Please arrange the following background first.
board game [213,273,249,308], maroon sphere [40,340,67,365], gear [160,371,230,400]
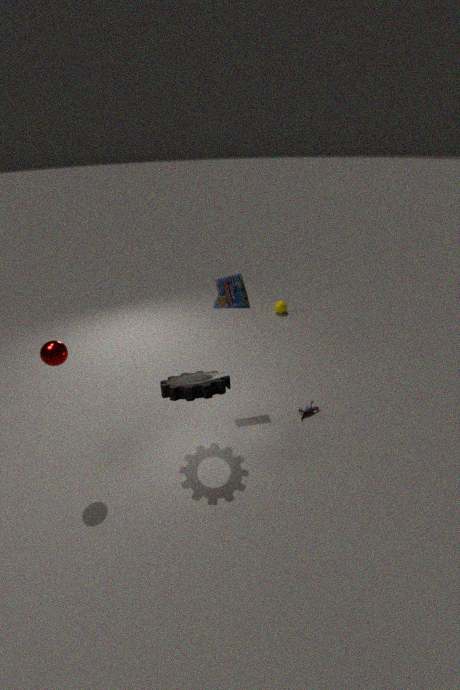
board game [213,273,249,308] < gear [160,371,230,400] < maroon sphere [40,340,67,365]
